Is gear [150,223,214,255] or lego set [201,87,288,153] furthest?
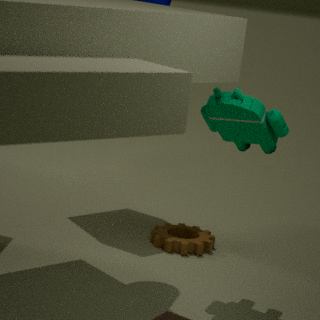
gear [150,223,214,255]
